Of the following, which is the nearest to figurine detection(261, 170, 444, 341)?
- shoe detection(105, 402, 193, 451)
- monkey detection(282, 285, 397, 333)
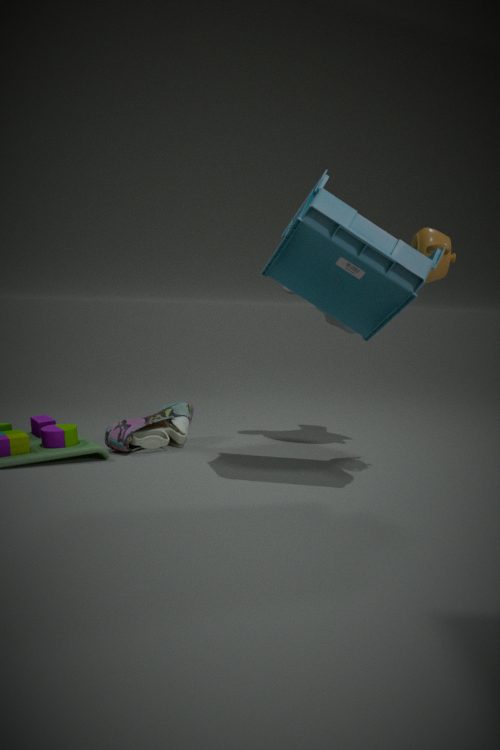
monkey detection(282, 285, 397, 333)
